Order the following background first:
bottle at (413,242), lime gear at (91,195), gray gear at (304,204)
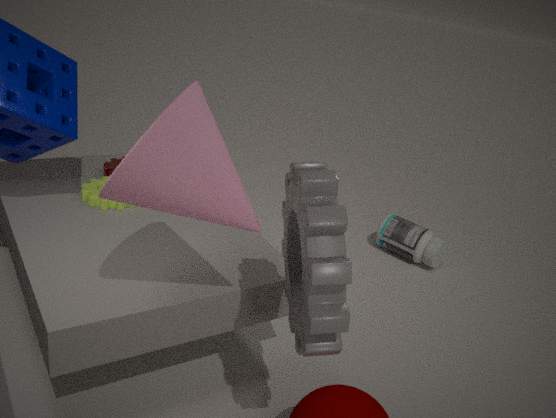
bottle at (413,242) → lime gear at (91,195) → gray gear at (304,204)
